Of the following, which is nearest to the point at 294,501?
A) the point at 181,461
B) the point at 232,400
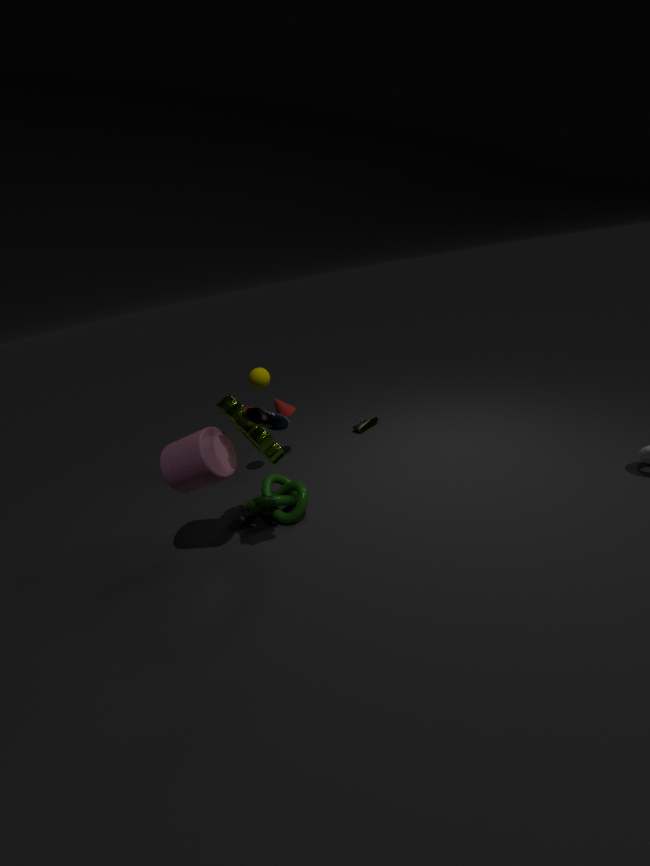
the point at 181,461
